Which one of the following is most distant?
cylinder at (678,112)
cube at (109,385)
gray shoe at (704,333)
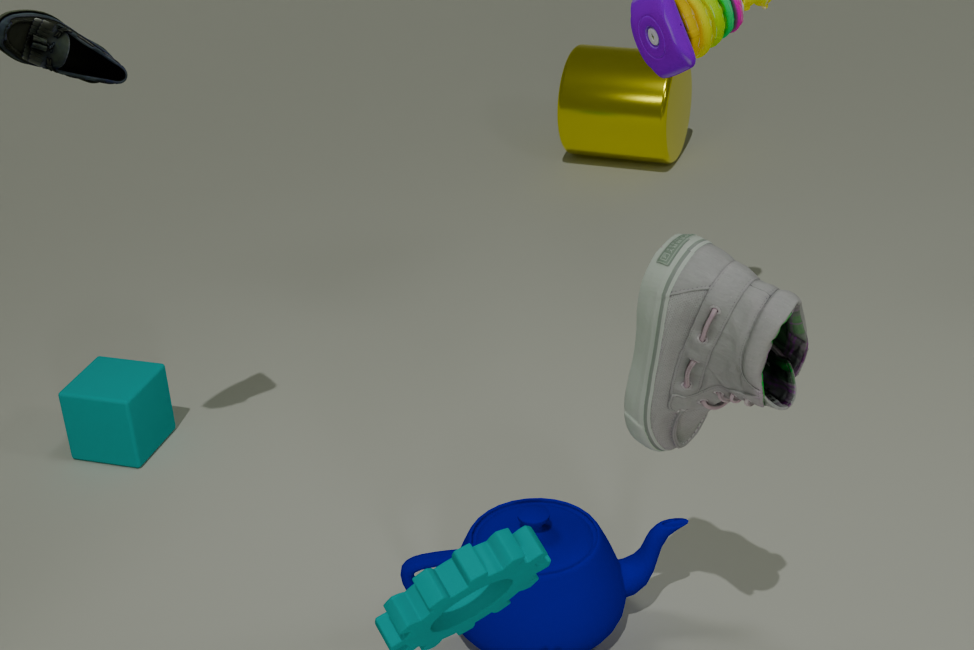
cylinder at (678,112)
